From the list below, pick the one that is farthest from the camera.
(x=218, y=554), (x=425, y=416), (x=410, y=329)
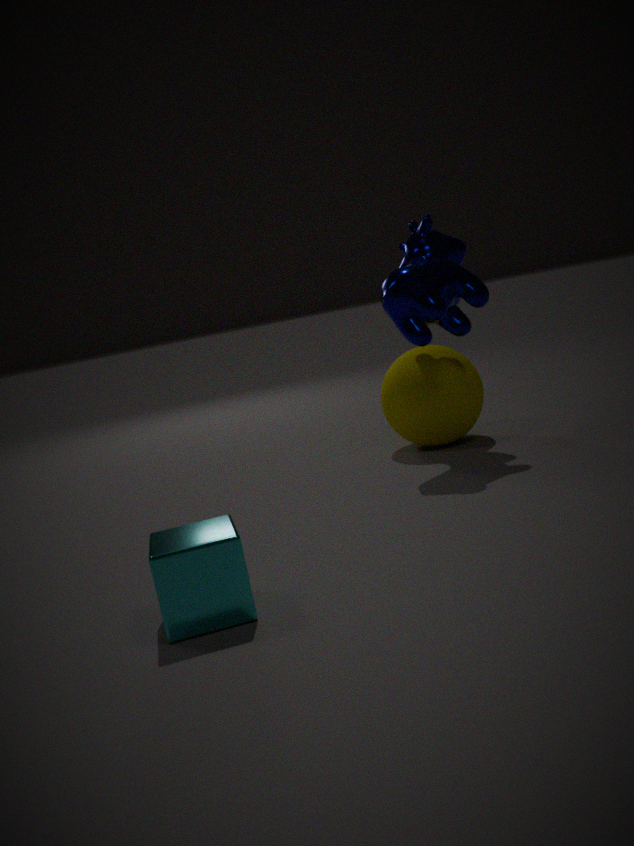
(x=425, y=416)
